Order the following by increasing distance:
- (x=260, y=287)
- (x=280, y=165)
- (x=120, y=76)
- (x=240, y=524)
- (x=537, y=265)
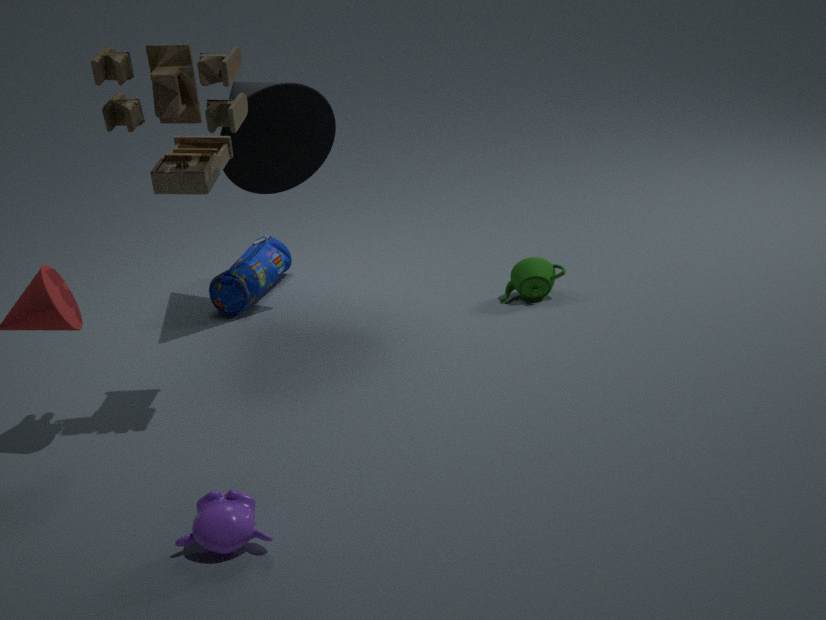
1. (x=240, y=524)
2. (x=120, y=76)
3. (x=280, y=165)
4. (x=537, y=265)
5. (x=260, y=287)
